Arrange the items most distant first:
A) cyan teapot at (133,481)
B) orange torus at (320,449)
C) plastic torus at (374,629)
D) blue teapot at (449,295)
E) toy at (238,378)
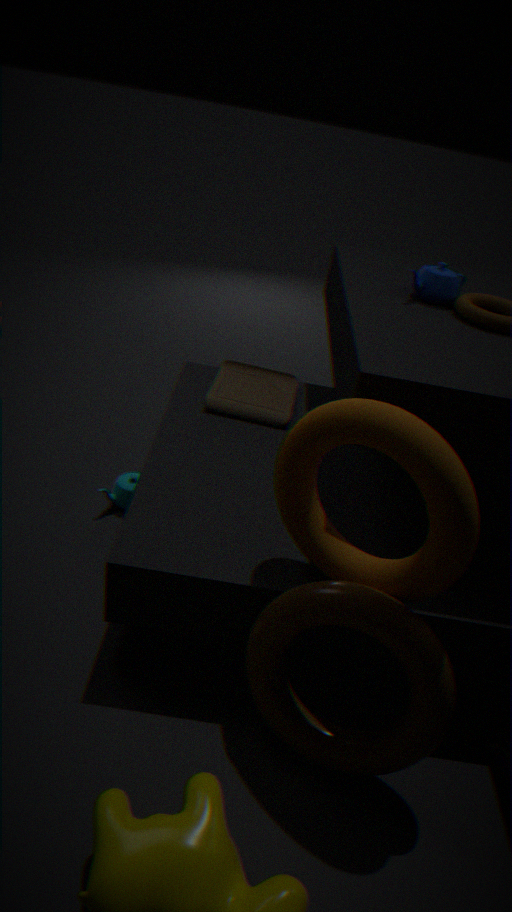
toy at (238,378)
cyan teapot at (133,481)
blue teapot at (449,295)
plastic torus at (374,629)
orange torus at (320,449)
